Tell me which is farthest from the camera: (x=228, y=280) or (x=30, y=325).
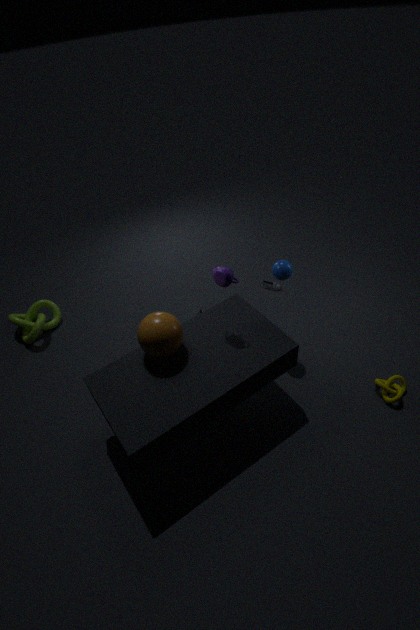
(x=30, y=325)
